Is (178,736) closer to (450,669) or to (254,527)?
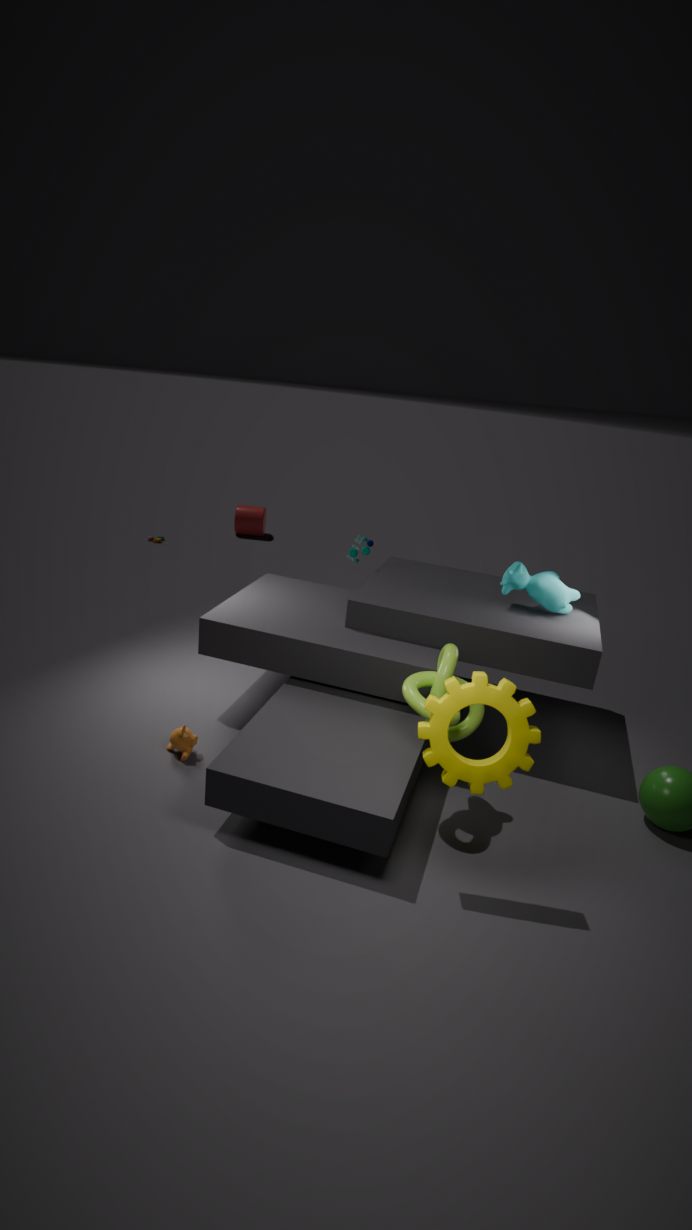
(450,669)
